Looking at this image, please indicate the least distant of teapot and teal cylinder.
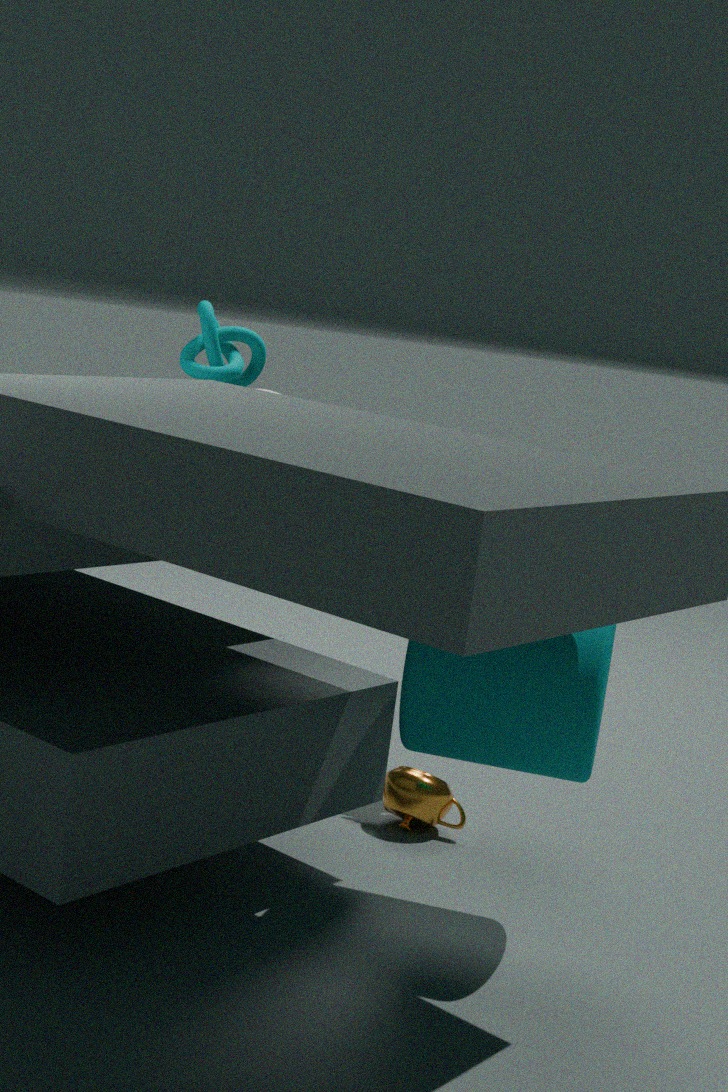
teal cylinder
